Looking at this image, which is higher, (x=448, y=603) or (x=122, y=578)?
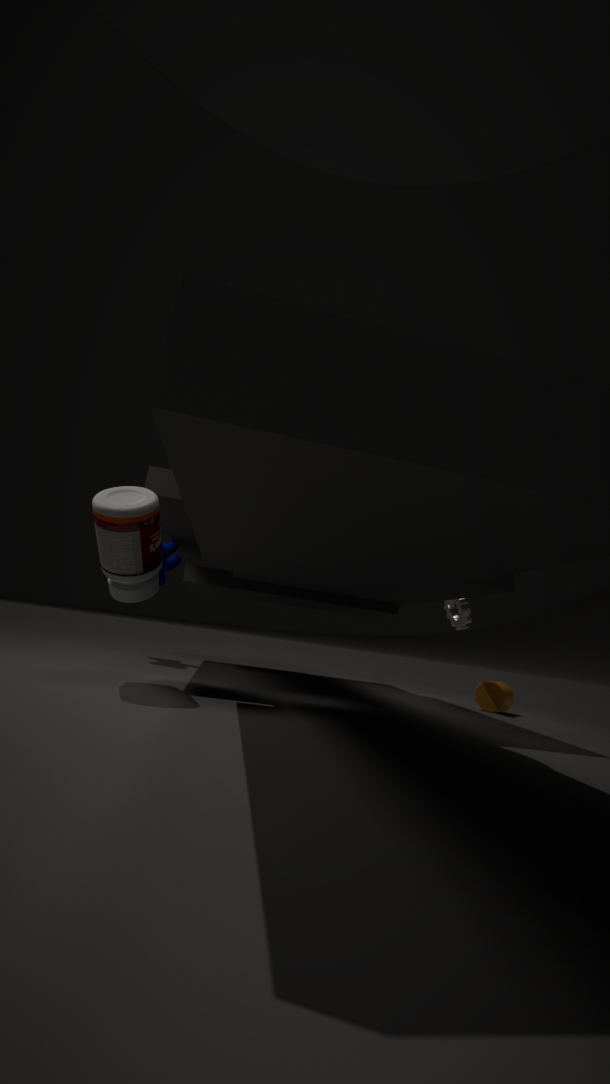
(x=448, y=603)
